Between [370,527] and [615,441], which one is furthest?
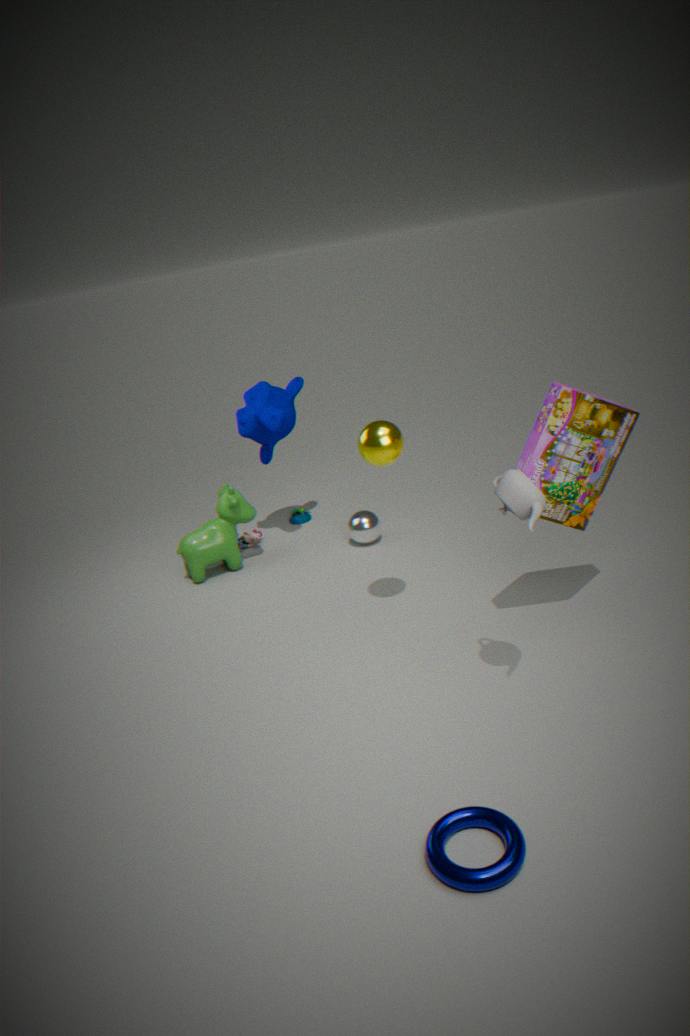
[370,527]
